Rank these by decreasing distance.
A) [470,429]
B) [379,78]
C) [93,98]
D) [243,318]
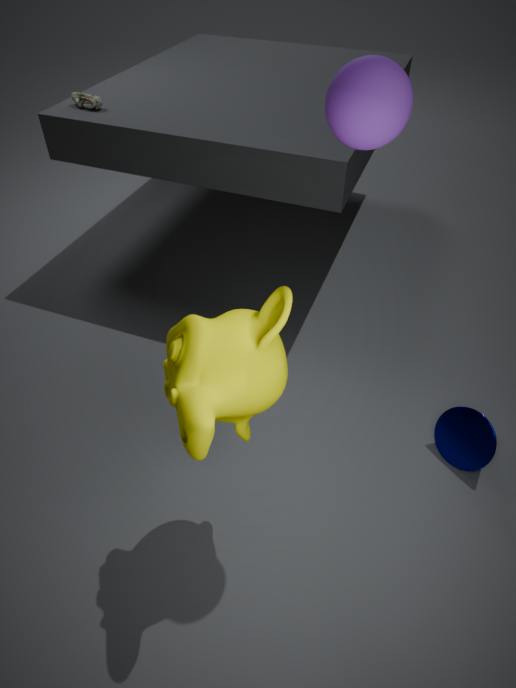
[93,98] → [470,429] → [243,318] → [379,78]
